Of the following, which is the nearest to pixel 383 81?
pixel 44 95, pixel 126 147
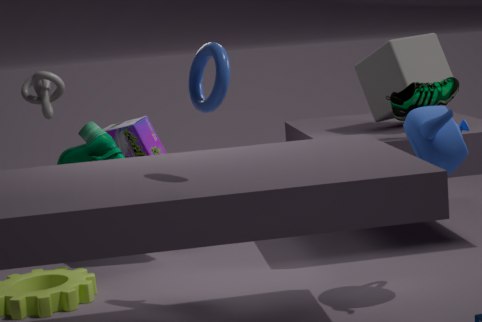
pixel 126 147
